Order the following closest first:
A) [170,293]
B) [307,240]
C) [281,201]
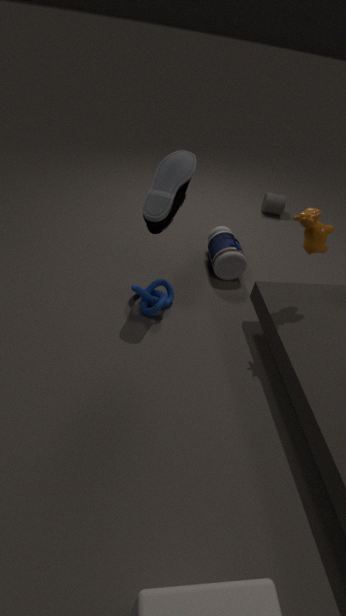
1. B. [307,240]
2. A. [170,293]
3. C. [281,201]
